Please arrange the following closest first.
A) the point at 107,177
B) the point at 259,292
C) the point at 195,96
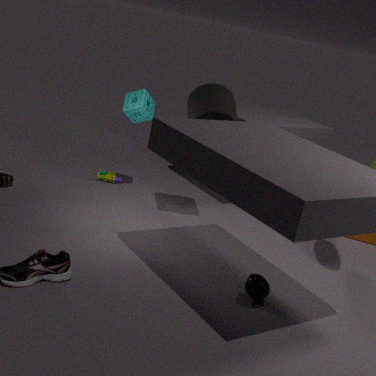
the point at 259,292 < the point at 195,96 < the point at 107,177
